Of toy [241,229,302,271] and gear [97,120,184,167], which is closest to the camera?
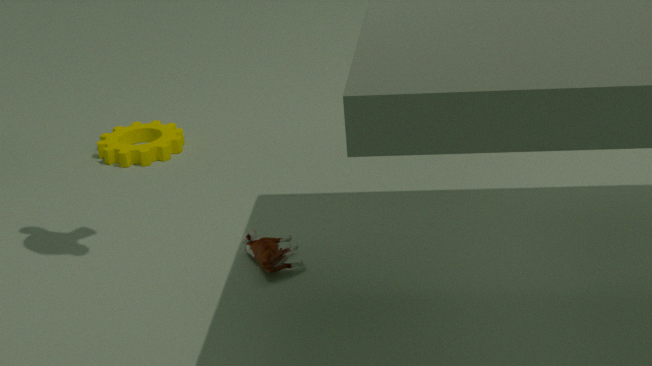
toy [241,229,302,271]
